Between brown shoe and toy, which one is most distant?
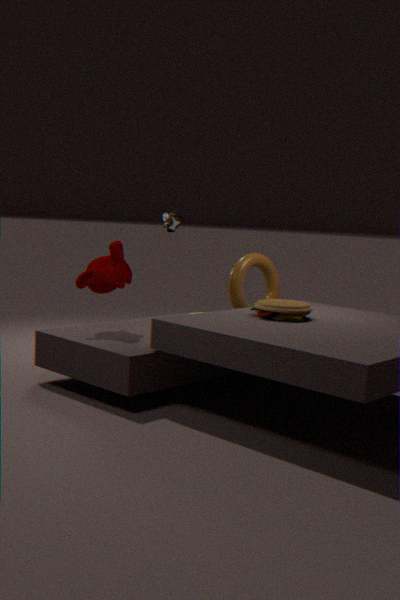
brown shoe
